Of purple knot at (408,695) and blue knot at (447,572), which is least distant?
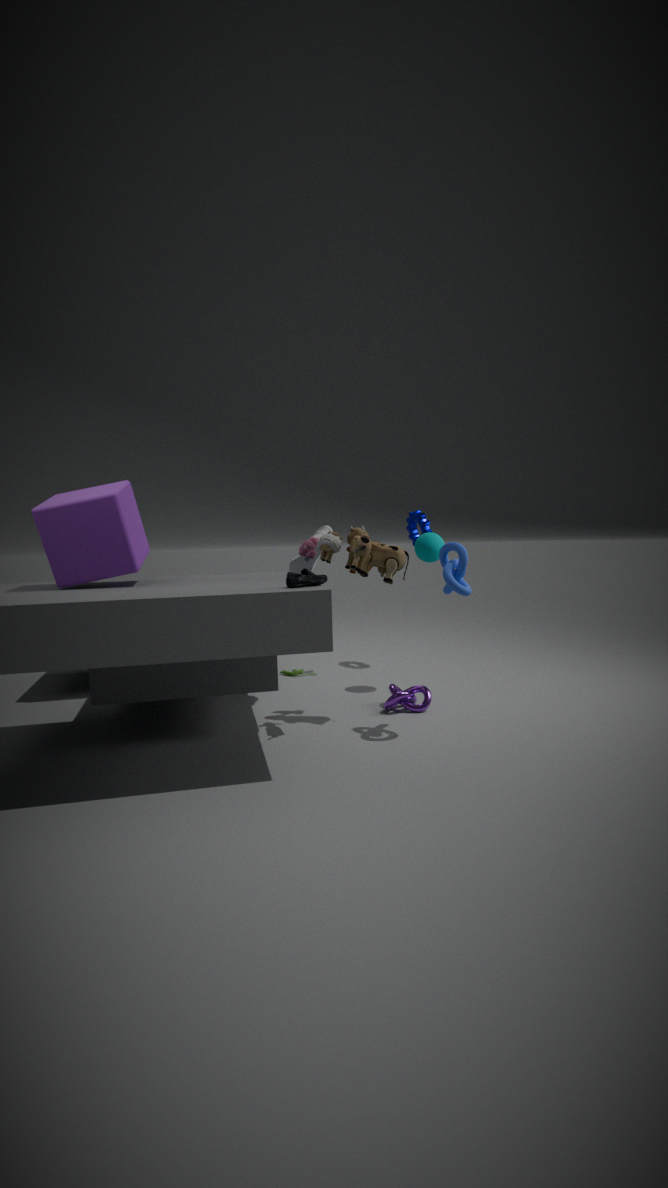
blue knot at (447,572)
